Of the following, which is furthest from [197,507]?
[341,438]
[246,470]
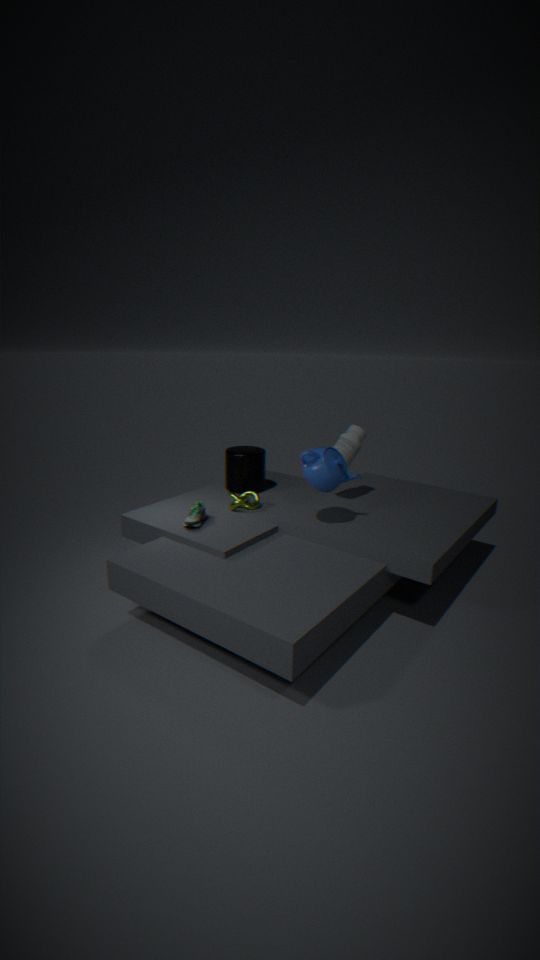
[341,438]
